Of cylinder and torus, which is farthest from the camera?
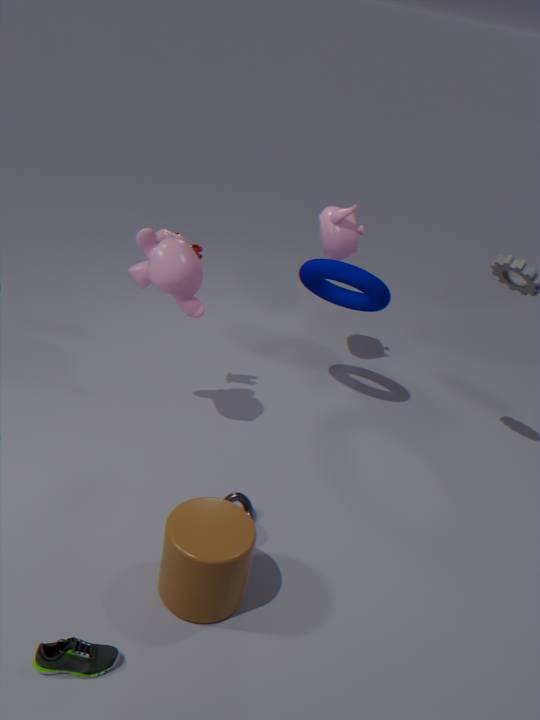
torus
